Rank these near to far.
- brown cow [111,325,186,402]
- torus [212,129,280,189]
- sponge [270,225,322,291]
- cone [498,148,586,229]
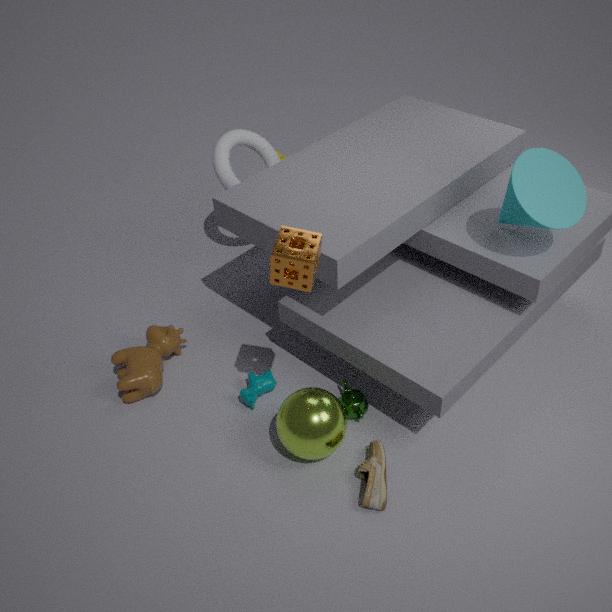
sponge [270,225,322,291] → cone [498,148,586,229] → brown cow [111,325,186,402] → torus [212,129,280,189]
